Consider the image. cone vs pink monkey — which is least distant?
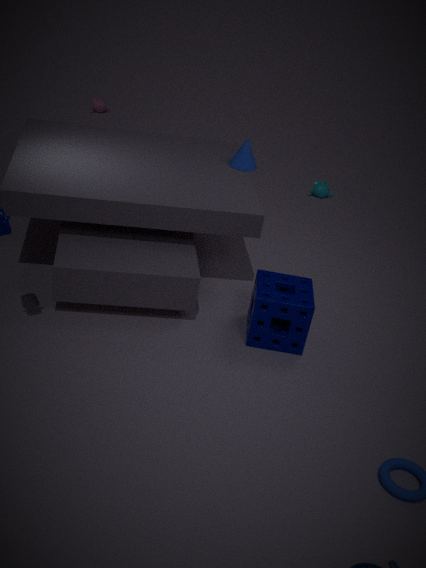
cone
